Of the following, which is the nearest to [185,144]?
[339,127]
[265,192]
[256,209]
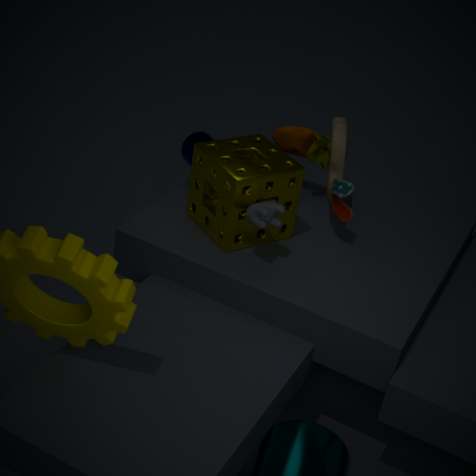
[265,192]
